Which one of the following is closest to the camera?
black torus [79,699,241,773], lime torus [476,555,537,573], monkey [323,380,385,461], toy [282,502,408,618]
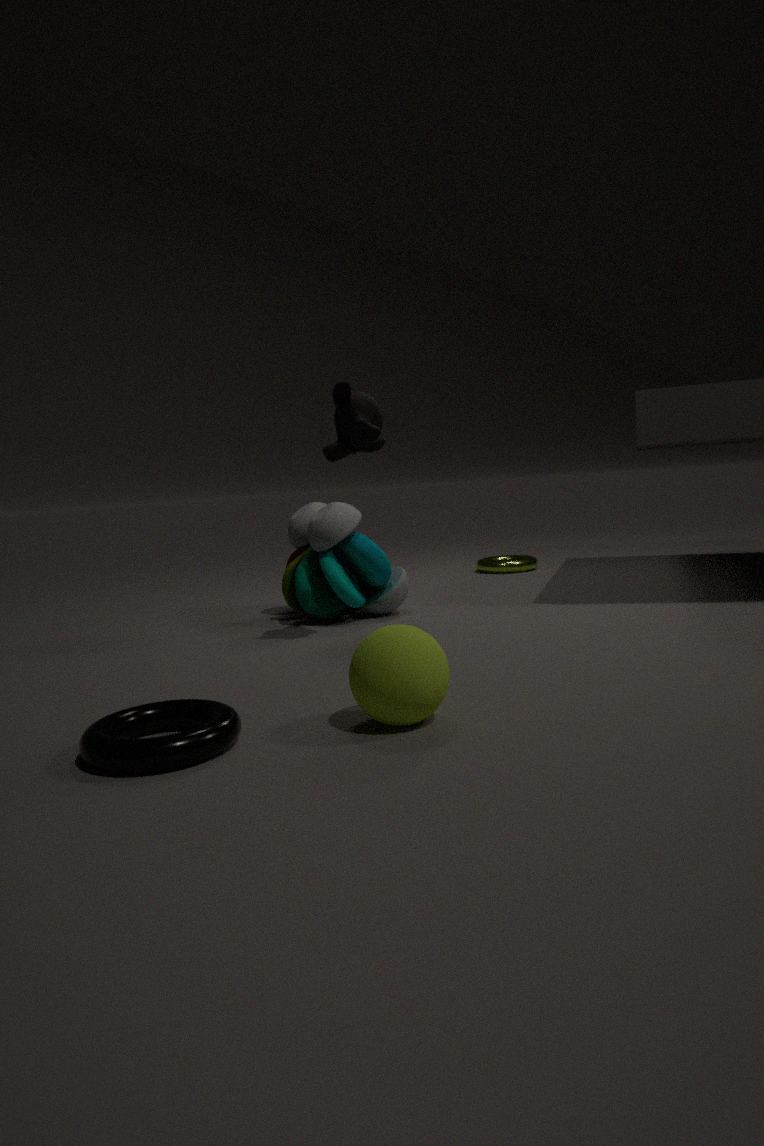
black torus [79,699,241,773]
